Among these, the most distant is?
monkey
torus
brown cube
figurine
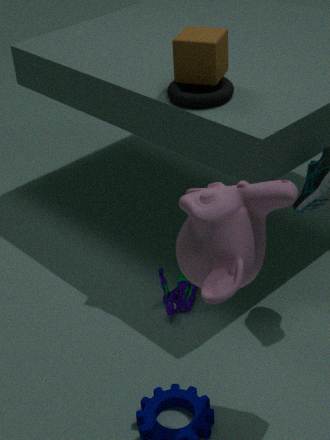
figurine
